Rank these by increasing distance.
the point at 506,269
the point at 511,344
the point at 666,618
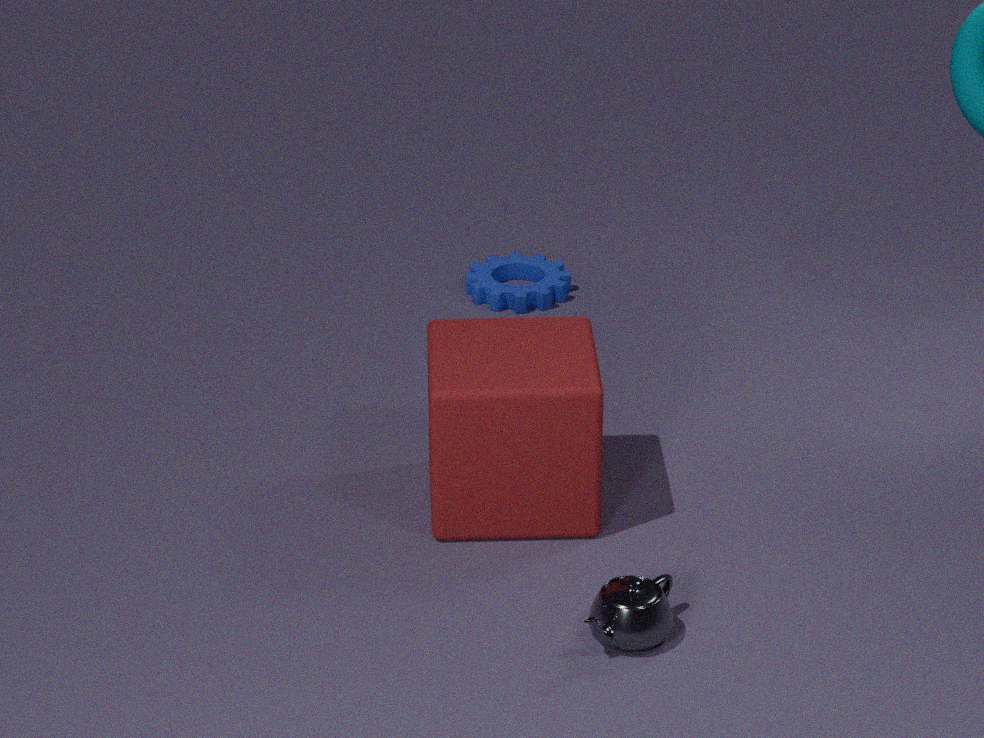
the point at 666,618, the point at 511,344, the point at 506,269
